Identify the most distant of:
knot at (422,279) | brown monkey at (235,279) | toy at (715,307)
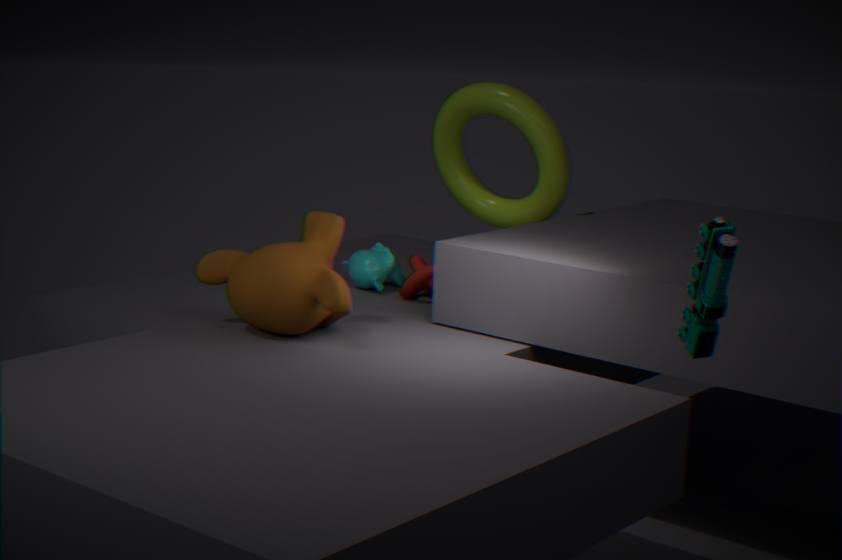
knot at (422,279)
